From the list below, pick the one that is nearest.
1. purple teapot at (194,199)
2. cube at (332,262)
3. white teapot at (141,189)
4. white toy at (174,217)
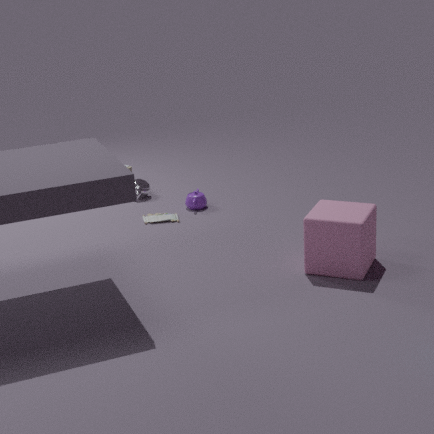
cube at (332,262)
